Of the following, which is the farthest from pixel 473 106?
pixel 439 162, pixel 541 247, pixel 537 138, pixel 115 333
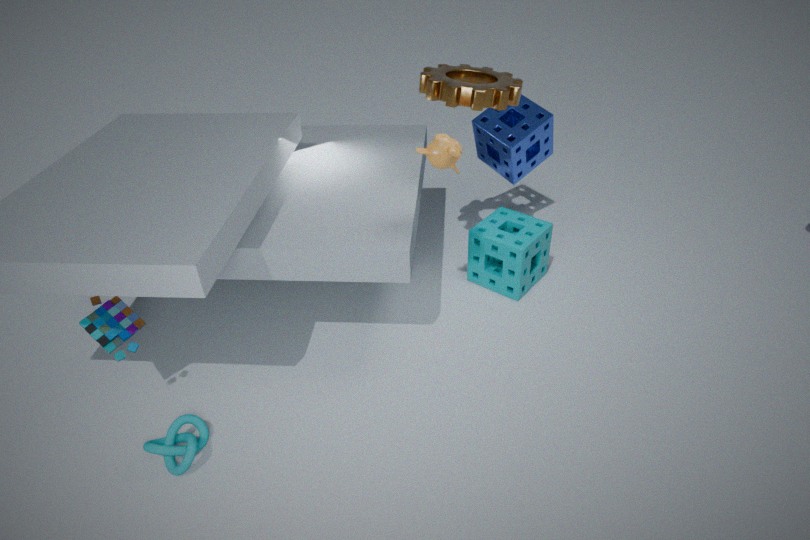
pixel 115 333
